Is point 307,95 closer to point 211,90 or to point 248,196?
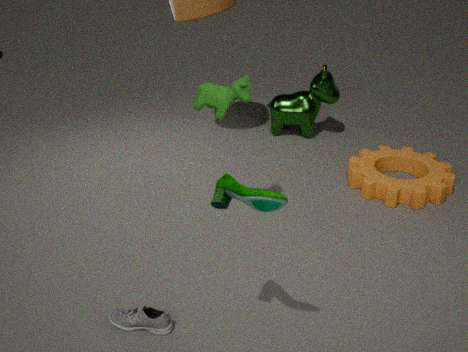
point 211,90
